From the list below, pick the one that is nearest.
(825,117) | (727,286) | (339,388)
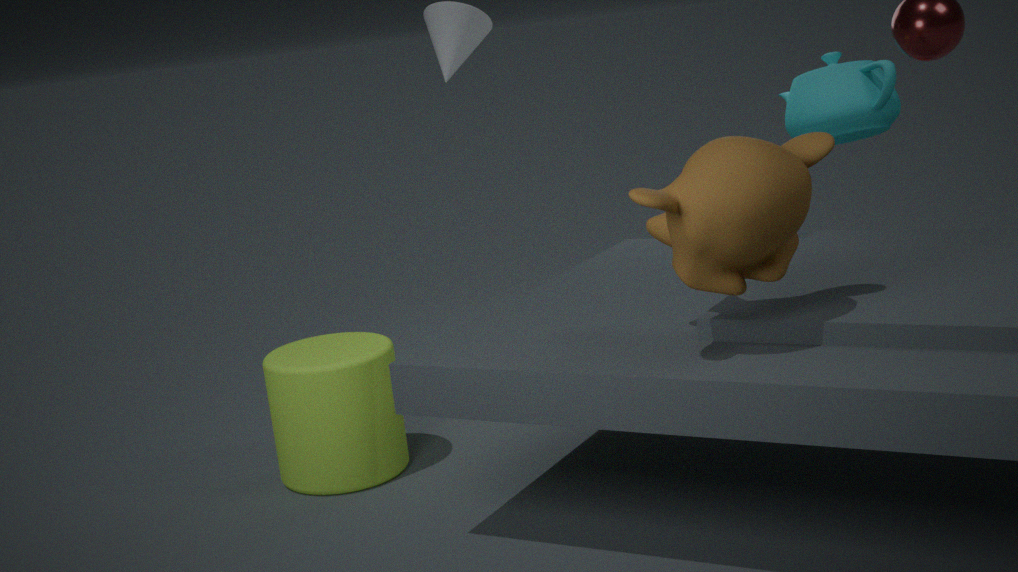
(727,286)
